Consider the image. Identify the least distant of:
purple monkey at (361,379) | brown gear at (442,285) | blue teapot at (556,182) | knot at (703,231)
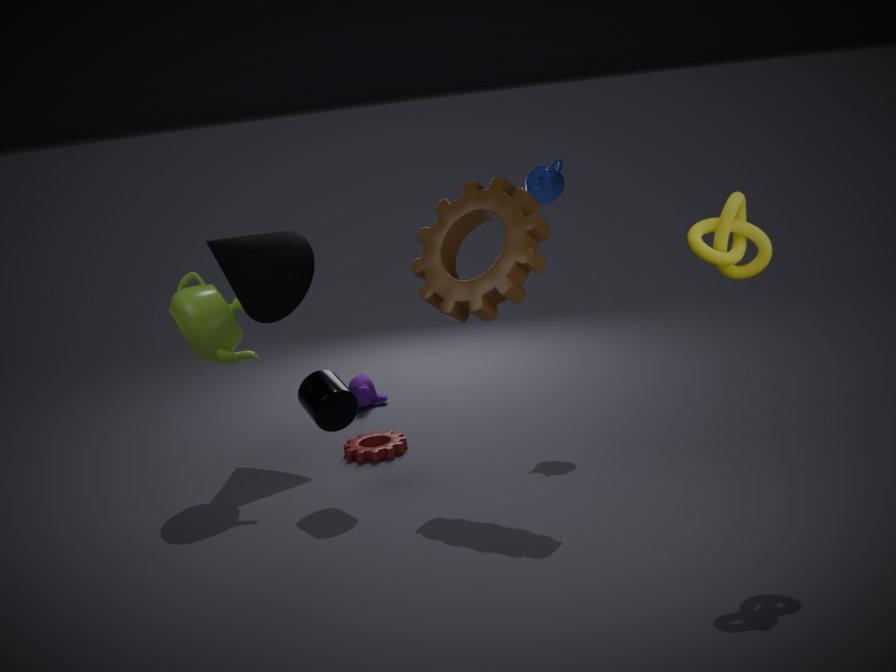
knot at (703,231)
